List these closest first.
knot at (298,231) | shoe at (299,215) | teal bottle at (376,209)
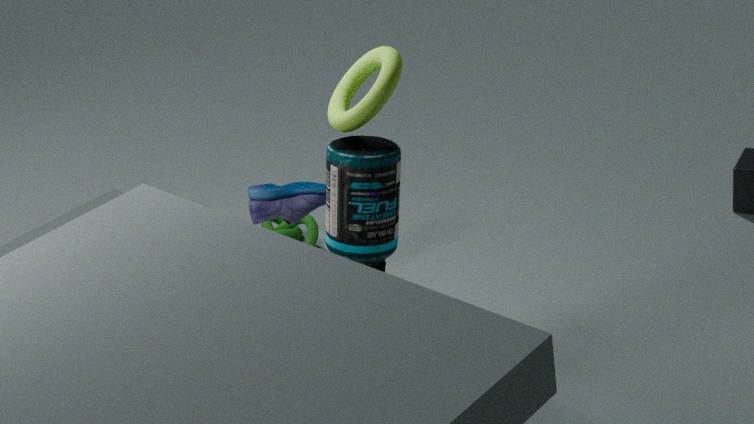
teal bottle at (376,209)
shoe at (299,215)
knot at (298,231)
